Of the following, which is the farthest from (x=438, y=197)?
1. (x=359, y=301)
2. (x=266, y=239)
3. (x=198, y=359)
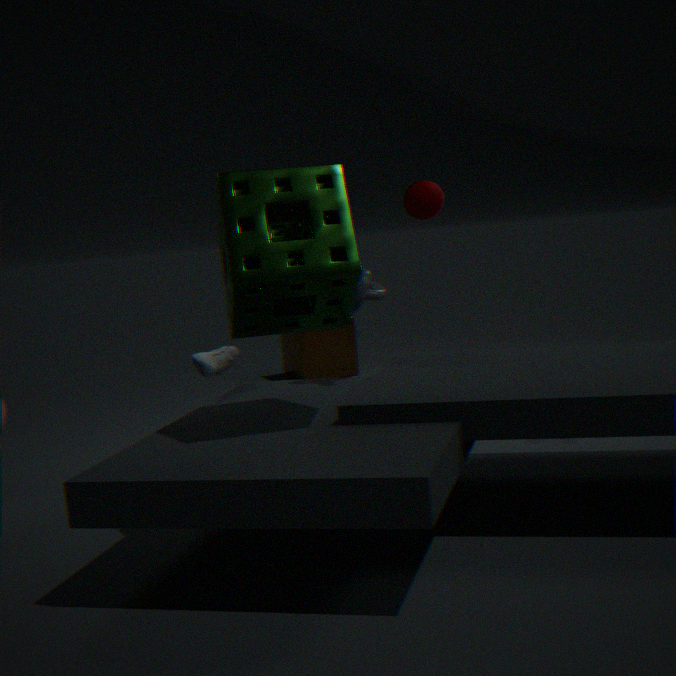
(x=266, y=239)
